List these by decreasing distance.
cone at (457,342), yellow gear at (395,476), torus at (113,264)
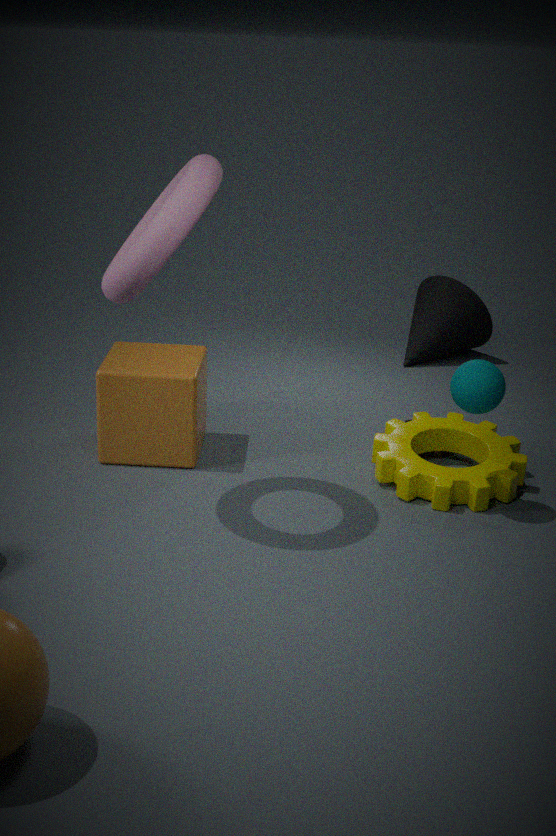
cone at (457,342)
yellow gear at (395,476)
torus at (113,264)
